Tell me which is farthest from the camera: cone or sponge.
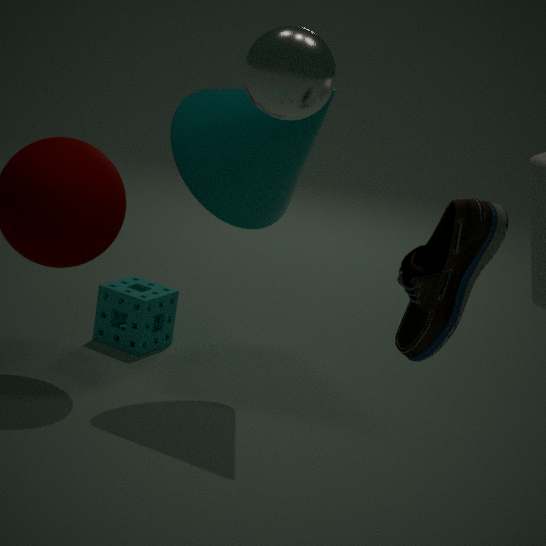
sponge
